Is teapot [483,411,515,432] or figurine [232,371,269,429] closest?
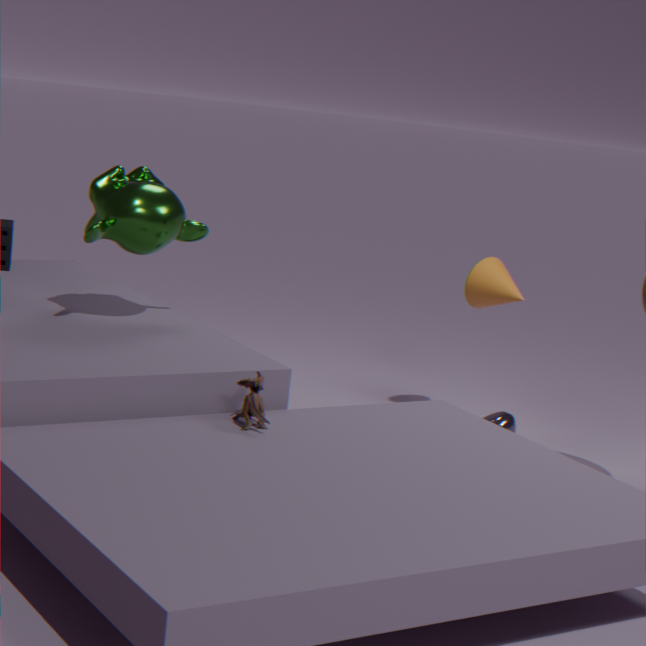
figurine [232,371,269,429]
